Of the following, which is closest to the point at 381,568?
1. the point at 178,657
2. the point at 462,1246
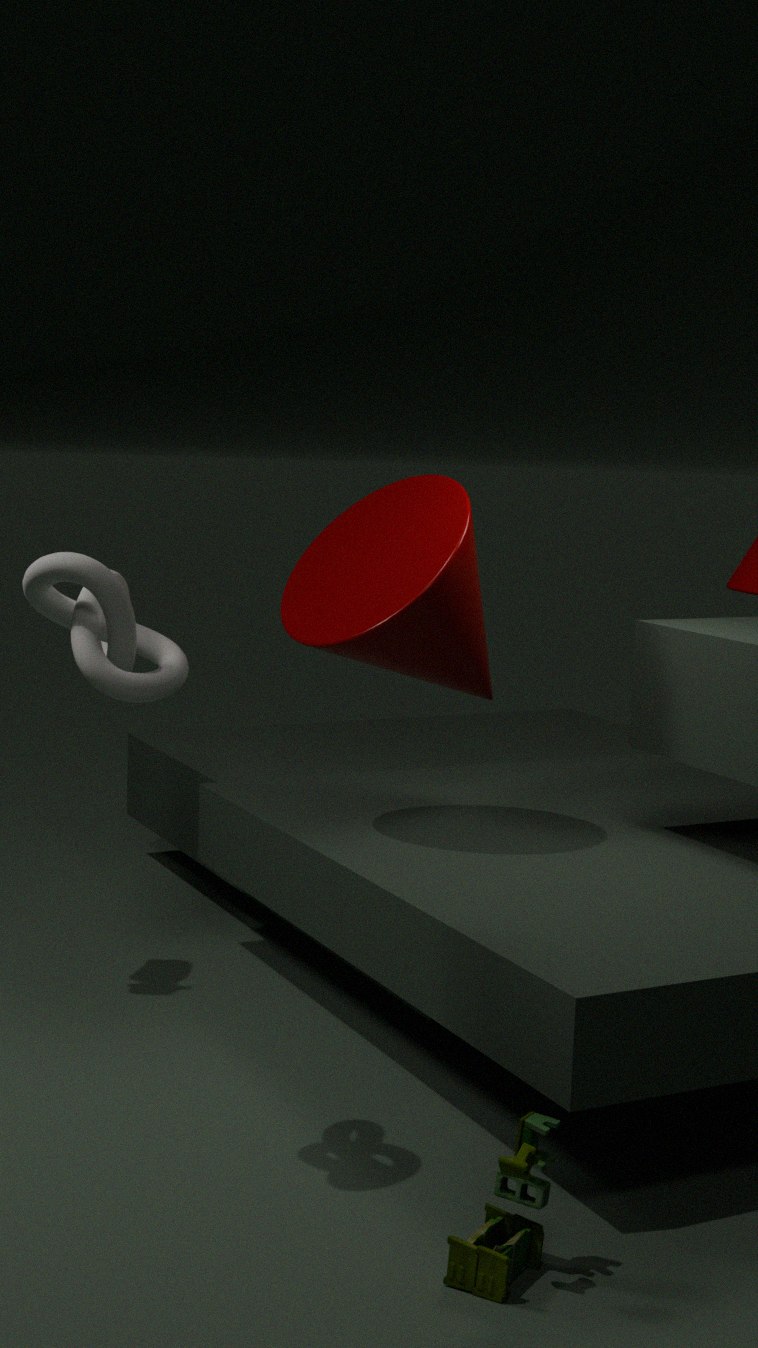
the point at 178,657
